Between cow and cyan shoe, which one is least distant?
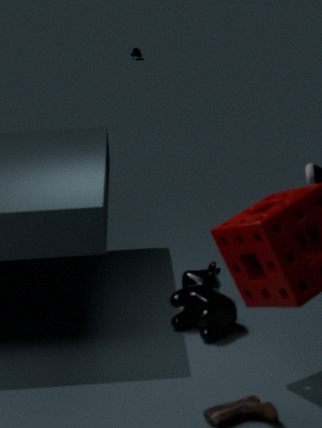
cow
